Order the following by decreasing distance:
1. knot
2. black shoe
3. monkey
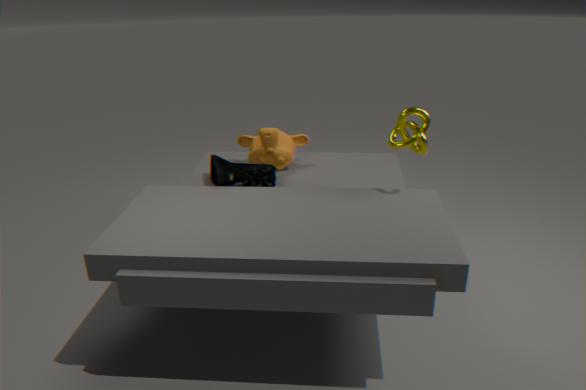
1. monkey
2. black shoe
3. knot
